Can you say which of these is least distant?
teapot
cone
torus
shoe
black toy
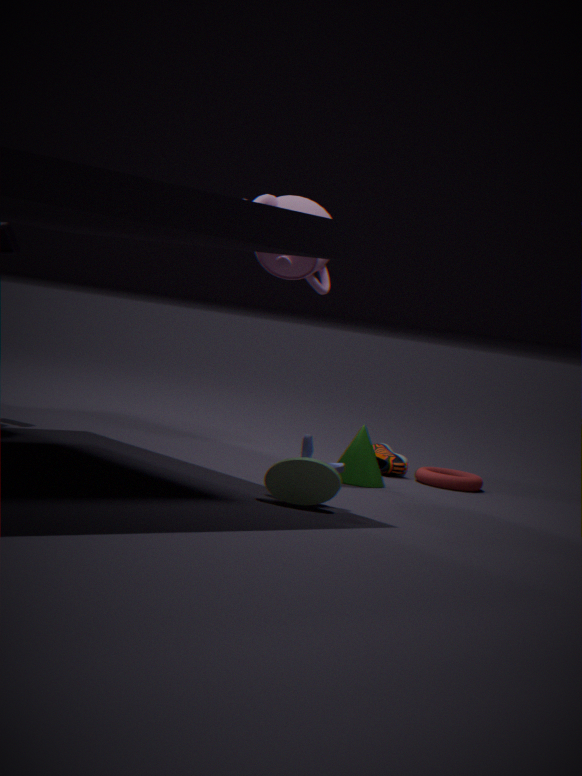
black toy
